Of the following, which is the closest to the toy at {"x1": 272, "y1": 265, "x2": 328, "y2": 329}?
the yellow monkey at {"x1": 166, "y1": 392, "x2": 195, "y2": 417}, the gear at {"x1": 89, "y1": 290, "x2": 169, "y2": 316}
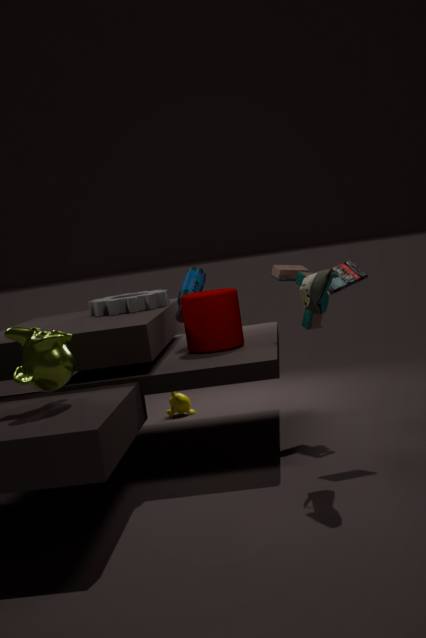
the gear at {"x1": 89, "y1": 290, "x2": 169, "y2": 316}
